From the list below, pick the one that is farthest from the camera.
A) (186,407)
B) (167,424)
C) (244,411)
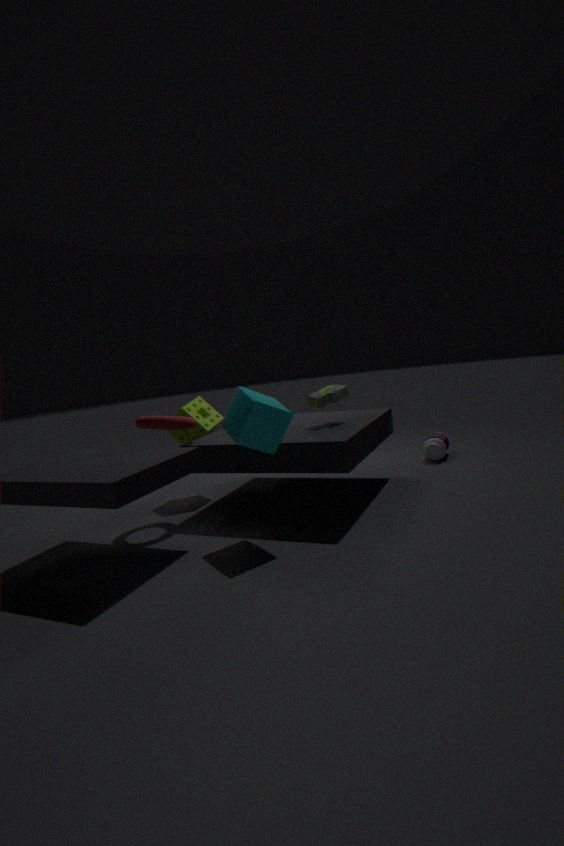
(186,407)
